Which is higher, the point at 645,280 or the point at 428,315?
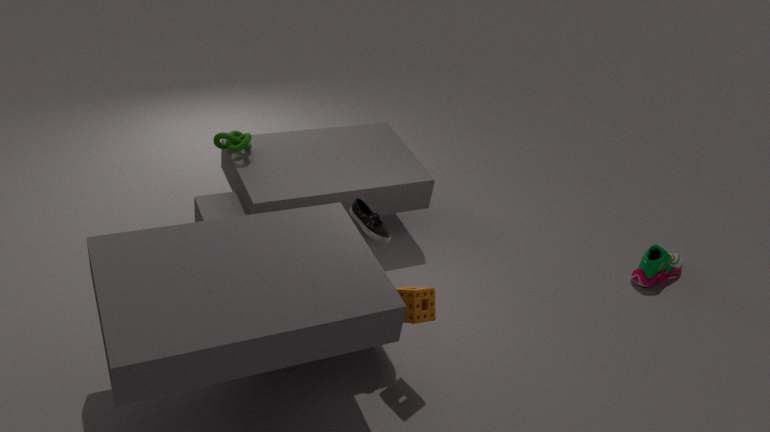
the point at 428,315
